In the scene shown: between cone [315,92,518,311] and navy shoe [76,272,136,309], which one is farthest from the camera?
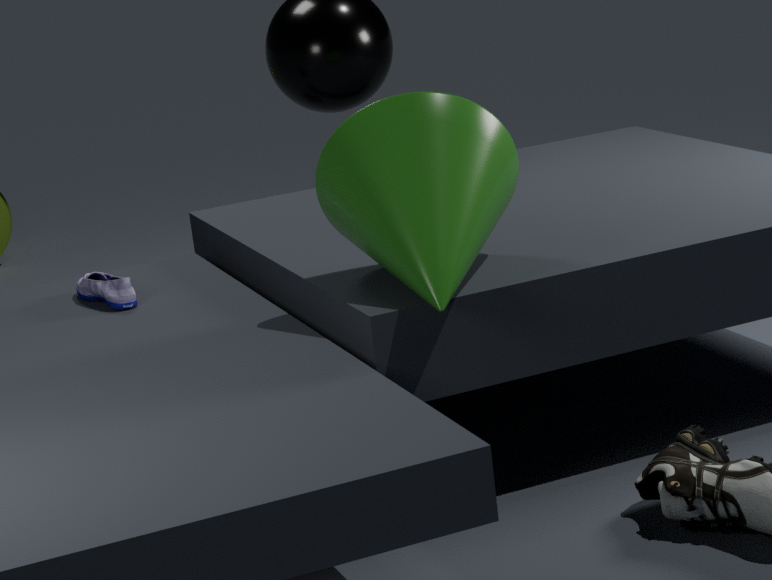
navy shoe [76,272,136,309]
